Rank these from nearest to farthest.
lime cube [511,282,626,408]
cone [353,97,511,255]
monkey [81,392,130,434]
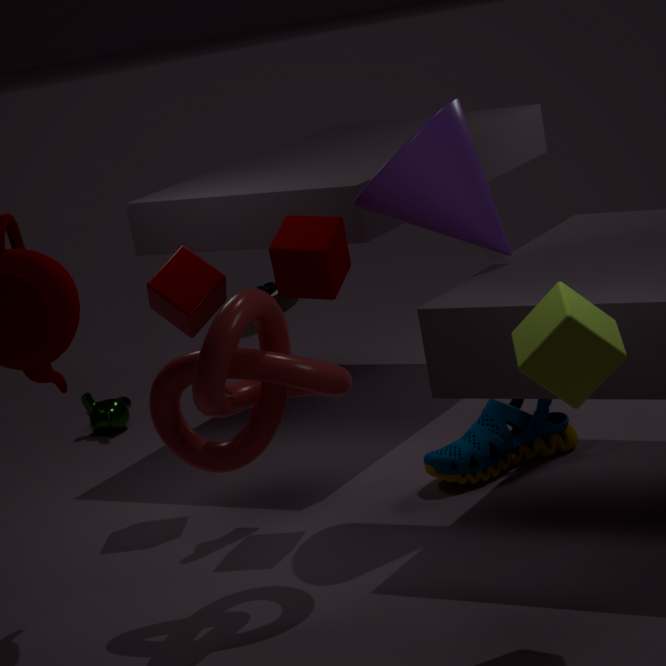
lime cube [511,282,626,408], cone [353,97,511,255], monkey [81,392,130,434]
